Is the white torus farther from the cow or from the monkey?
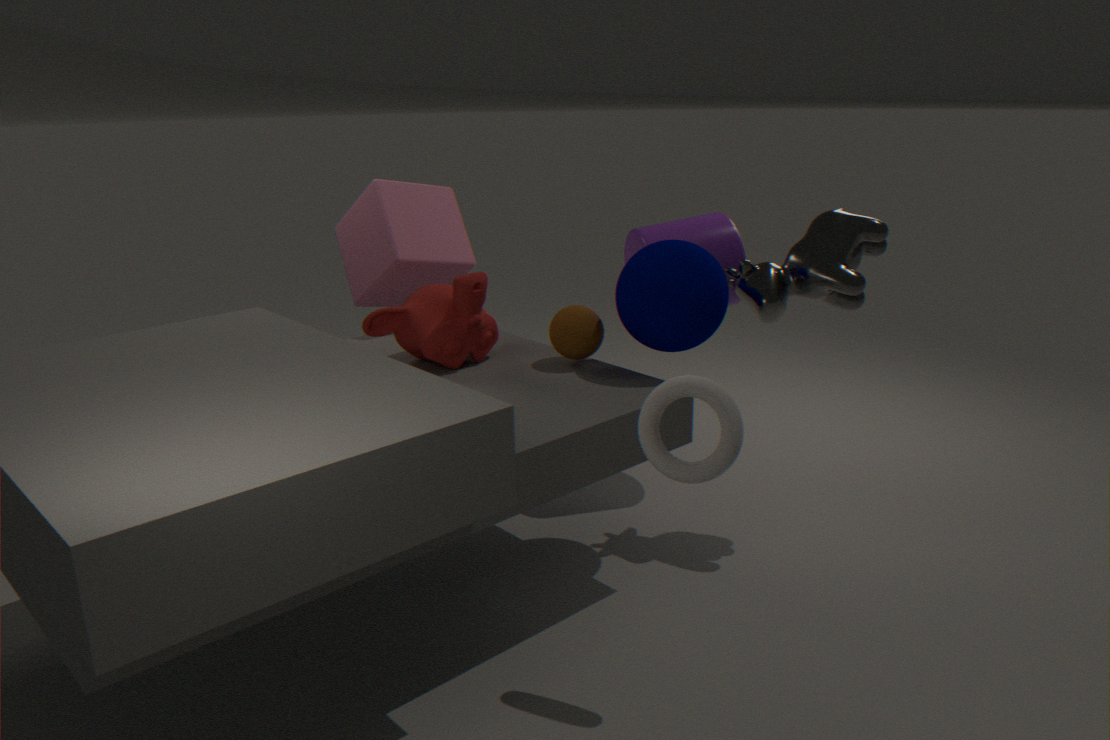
the monkey
